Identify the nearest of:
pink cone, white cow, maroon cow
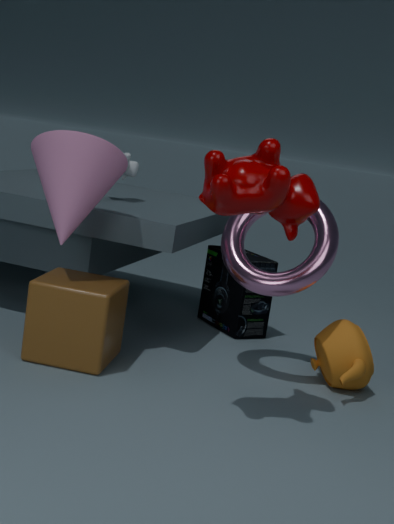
maroon cow
